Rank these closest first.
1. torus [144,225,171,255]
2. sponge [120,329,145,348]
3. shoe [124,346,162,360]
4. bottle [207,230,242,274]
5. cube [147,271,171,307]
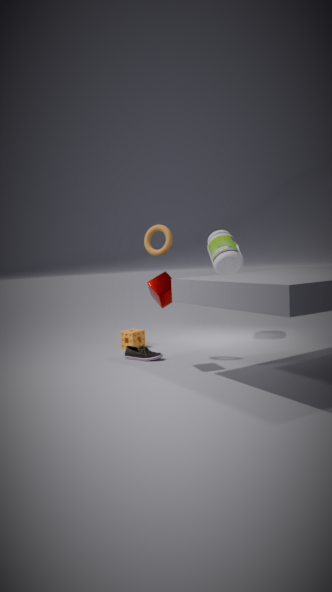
cube [147,271,171,307]
torus [144,225,171,255]
shoe [124,346,162,360]
sponge [120,329,145,348]
bottle [207,230,242,274]
